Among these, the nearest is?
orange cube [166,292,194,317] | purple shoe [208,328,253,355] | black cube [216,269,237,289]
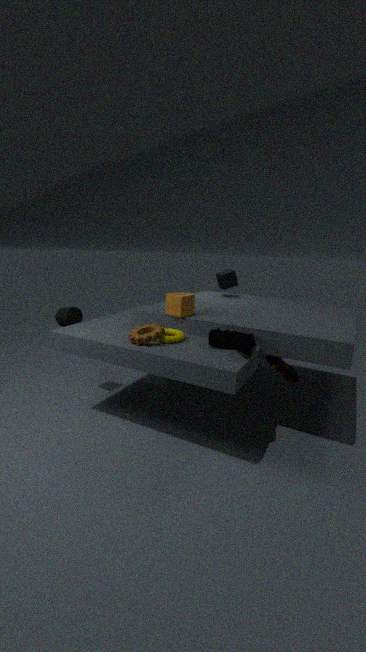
purple shoe [208,328,253,355]
